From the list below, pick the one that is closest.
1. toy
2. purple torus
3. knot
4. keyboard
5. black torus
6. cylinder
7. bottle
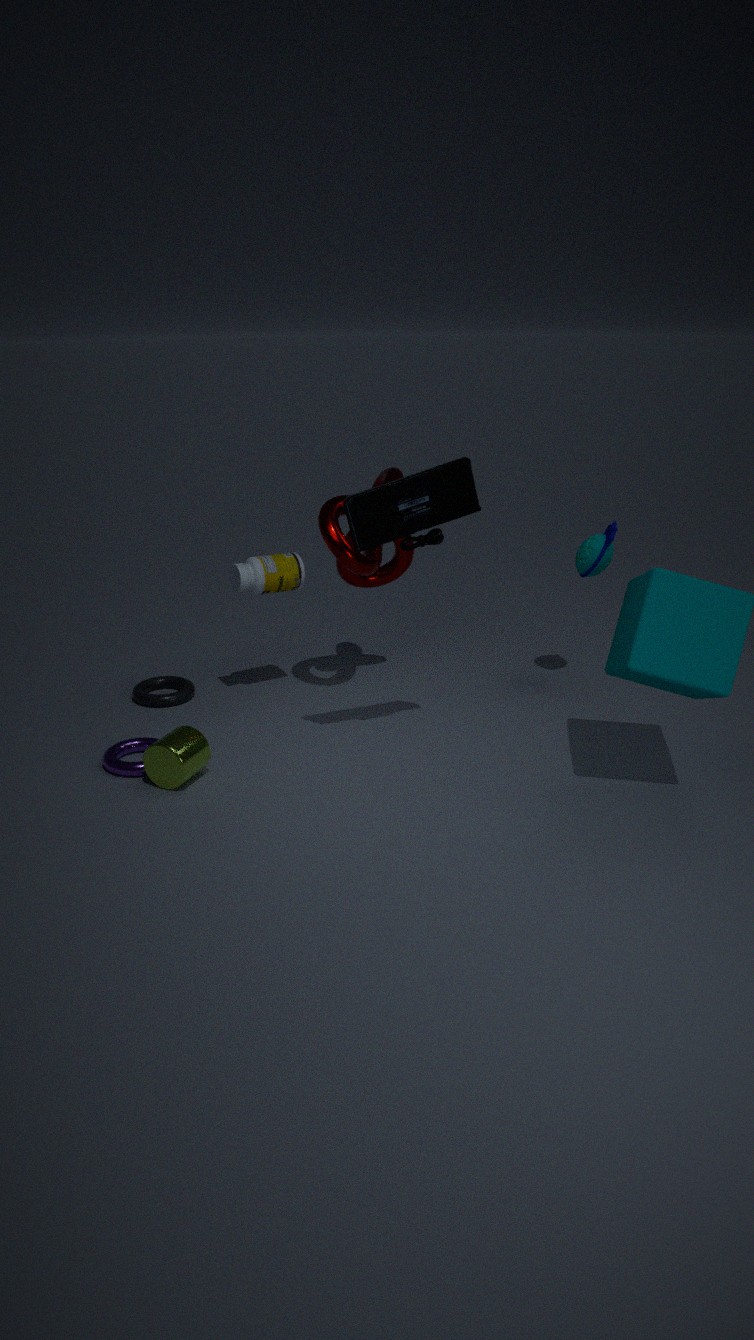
keyboard
